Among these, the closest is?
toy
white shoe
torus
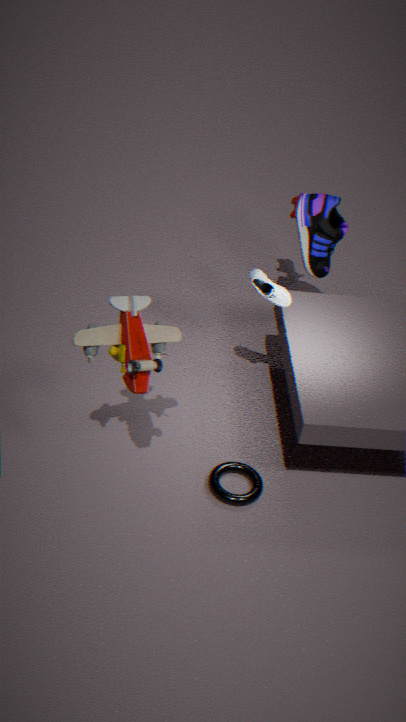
toy
